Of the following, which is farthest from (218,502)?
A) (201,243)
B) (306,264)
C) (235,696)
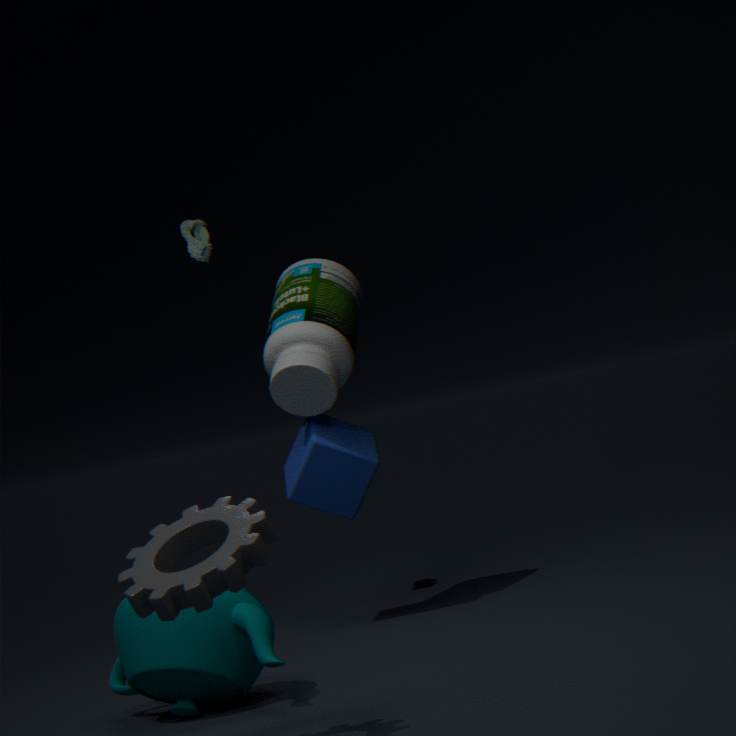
(201,243)
